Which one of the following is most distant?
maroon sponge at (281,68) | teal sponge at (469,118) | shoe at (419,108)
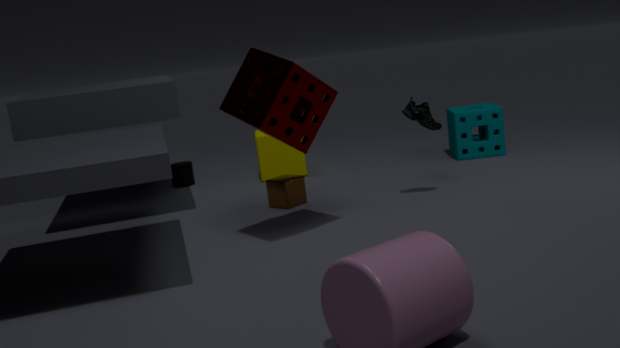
teal sponge at (469,118)
